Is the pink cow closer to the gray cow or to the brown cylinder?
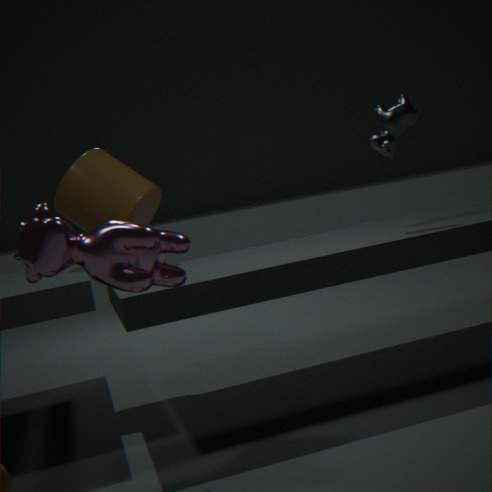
the brown cylinder
